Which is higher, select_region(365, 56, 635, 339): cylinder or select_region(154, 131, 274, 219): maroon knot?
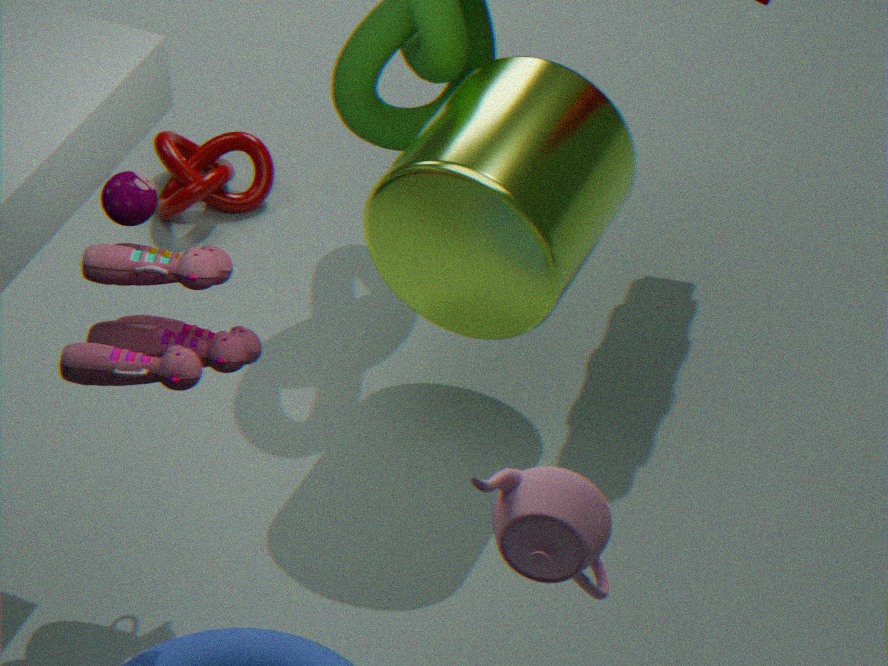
select_region(365, 56, 635, 339): cylinder
